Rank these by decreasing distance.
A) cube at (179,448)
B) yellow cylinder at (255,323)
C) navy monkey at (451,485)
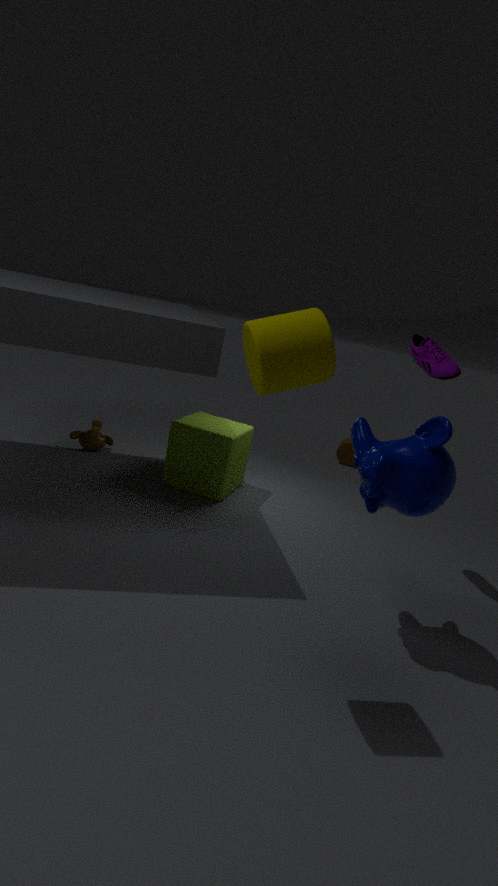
cube at (179,448), navy monkey at (451,485), yellow cylinder at (255,323)
